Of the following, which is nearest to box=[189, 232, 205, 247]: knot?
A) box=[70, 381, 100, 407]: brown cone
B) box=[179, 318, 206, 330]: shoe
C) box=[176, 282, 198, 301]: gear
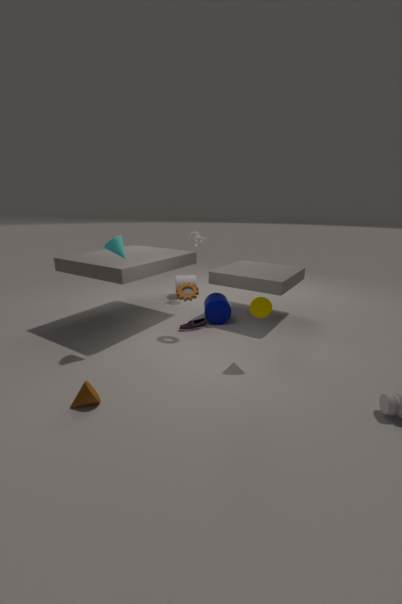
box=[176, 282, 198, 301]: gear
